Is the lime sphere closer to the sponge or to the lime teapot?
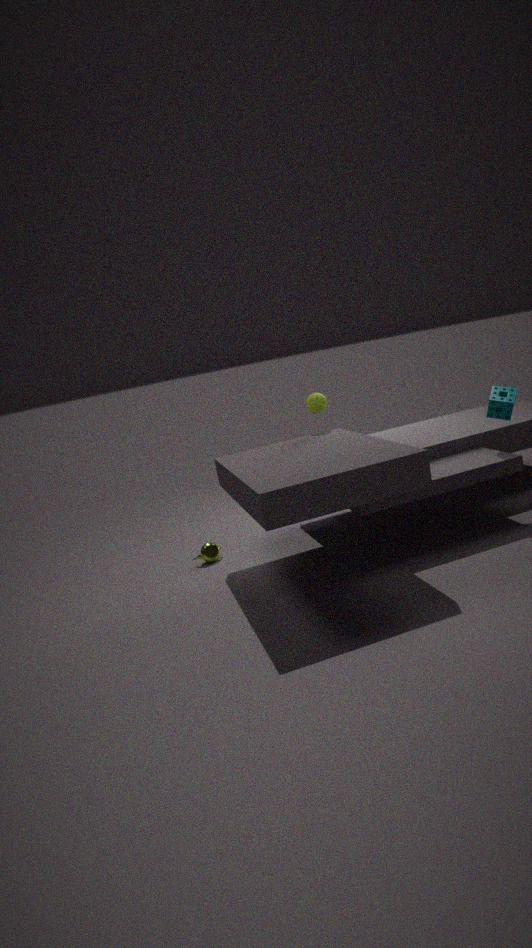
the sponge
